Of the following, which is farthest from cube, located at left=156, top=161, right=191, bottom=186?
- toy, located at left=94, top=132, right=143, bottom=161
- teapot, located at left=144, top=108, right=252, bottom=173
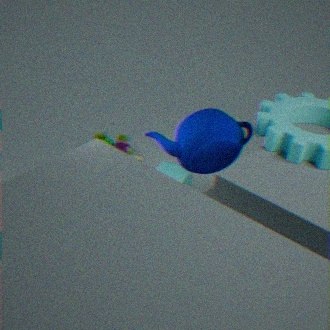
teapot, located at left=144, top=108, right=252, bottom=173
